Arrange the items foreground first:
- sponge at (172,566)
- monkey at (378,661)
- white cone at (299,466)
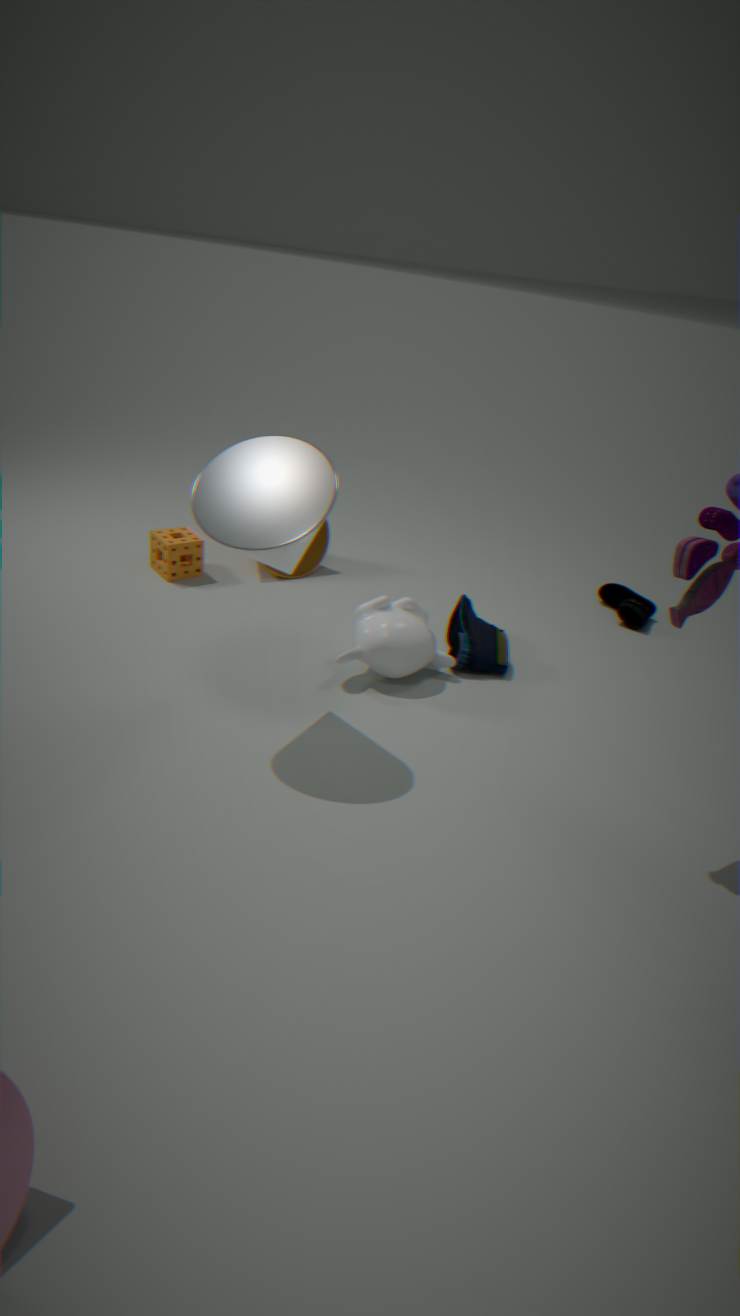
white cone at (299,466), monkey at (378,661), sponge at (172,566)
